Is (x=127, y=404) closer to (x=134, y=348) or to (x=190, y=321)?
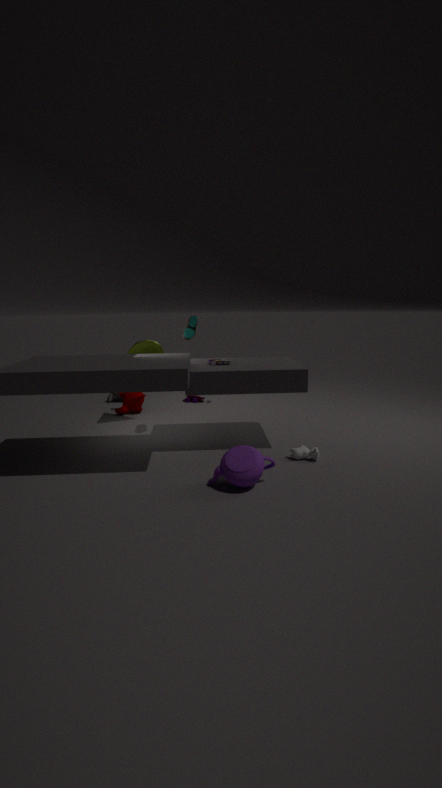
(x=134, y=348)
